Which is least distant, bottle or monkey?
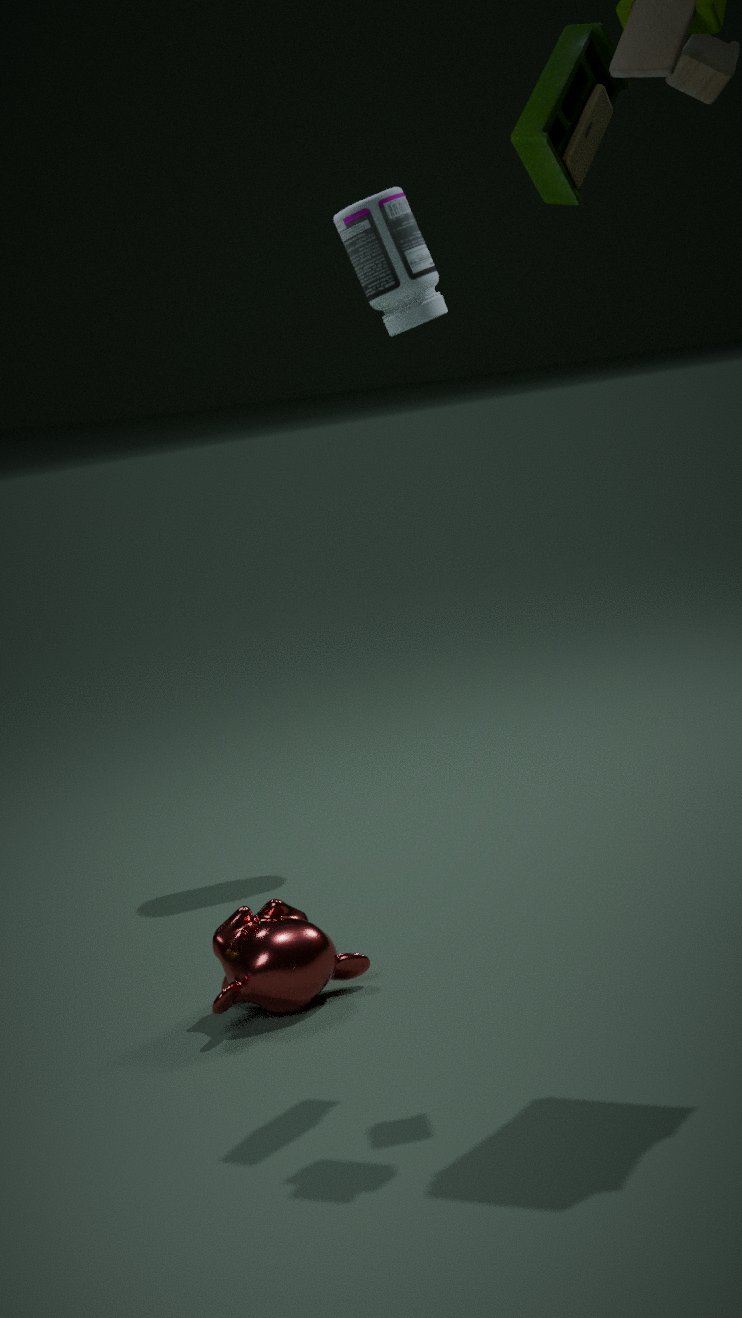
monkey
